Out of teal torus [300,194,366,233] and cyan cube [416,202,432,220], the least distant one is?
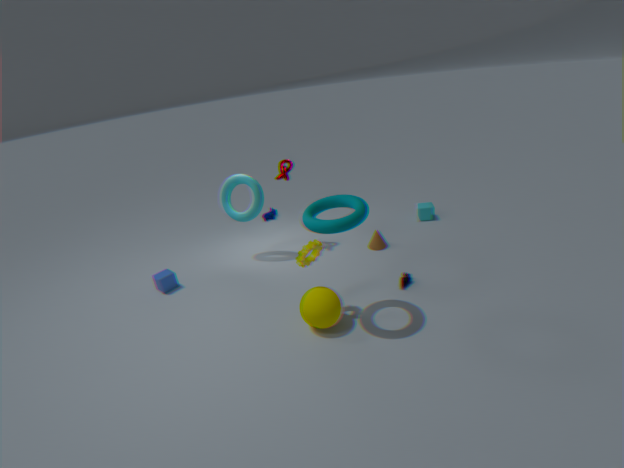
teal torus [300,194,366,233]
